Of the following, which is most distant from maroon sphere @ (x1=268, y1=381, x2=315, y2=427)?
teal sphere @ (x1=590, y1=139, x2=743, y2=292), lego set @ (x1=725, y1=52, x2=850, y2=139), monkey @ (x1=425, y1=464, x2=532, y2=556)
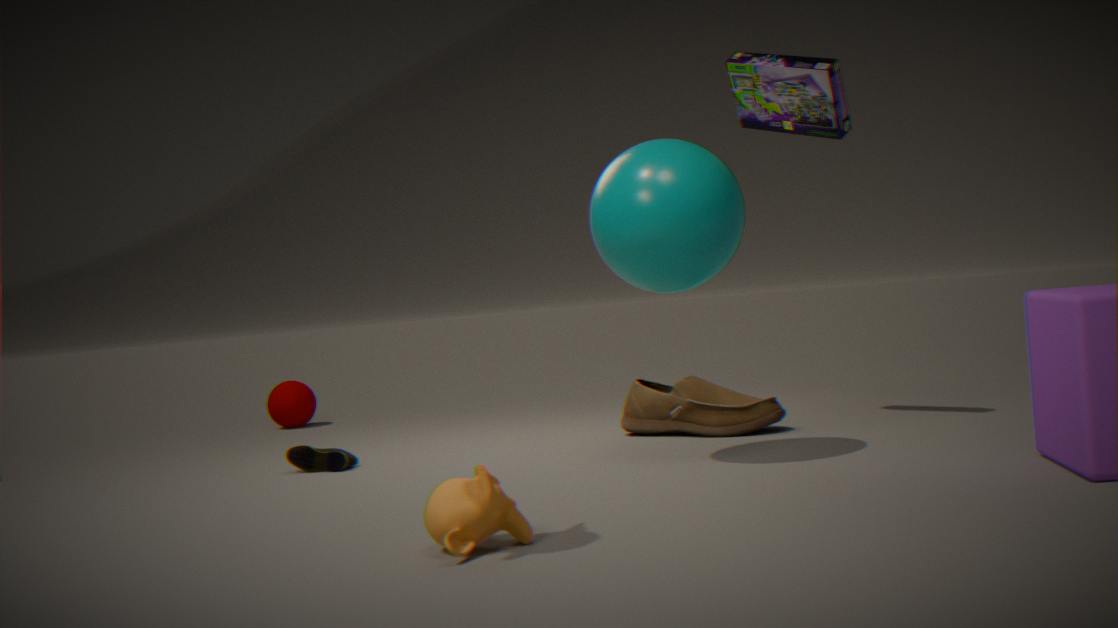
monkey @ (x1=425, y1=464, x2=532, y2=556)
